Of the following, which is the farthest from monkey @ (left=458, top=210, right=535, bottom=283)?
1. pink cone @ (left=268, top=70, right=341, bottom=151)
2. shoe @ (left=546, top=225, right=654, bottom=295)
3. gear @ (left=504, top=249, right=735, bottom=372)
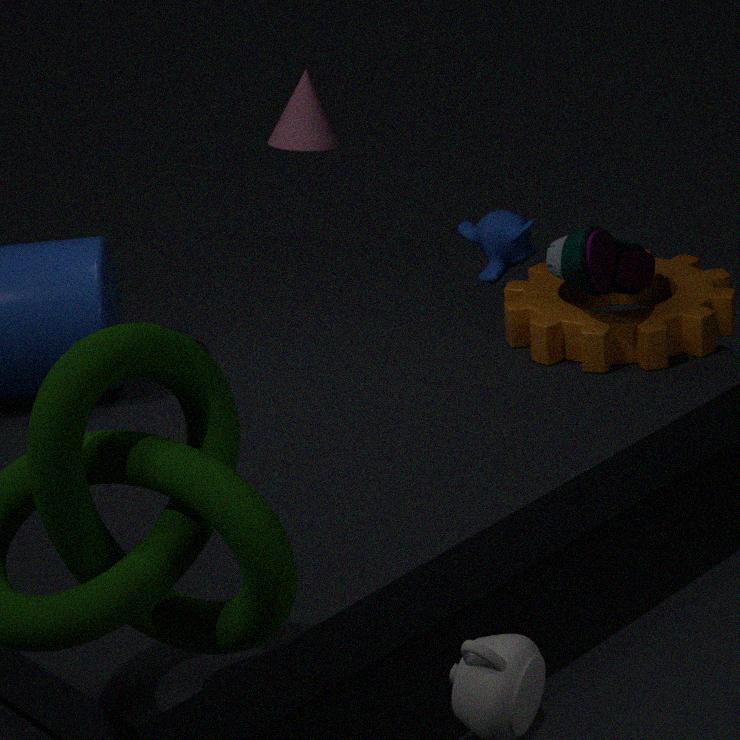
pink cone @ (left=268, top=70, right=341, bottom=151)
